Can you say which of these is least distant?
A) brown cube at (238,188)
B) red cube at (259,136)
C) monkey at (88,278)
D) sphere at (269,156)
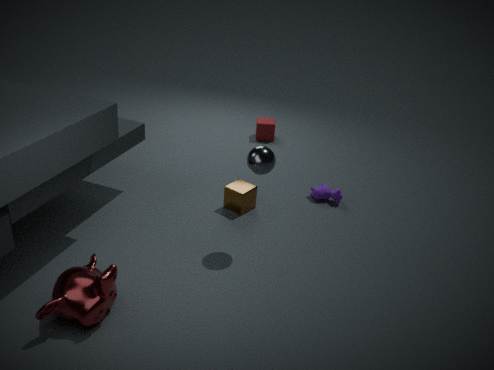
monkey at (88,278)
